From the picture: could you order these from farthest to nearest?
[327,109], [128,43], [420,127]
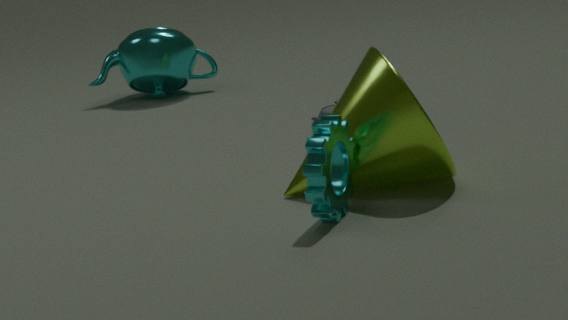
[128,43] → [327,109] → [420,127]
